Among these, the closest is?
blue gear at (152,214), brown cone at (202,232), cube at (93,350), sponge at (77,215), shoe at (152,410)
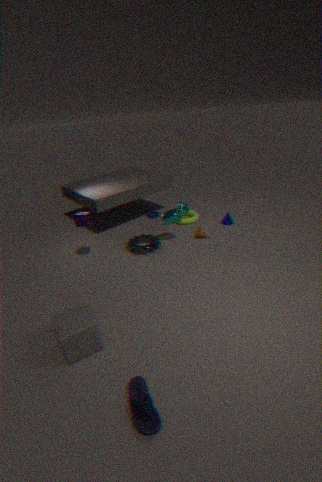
shoe at (152,410)
